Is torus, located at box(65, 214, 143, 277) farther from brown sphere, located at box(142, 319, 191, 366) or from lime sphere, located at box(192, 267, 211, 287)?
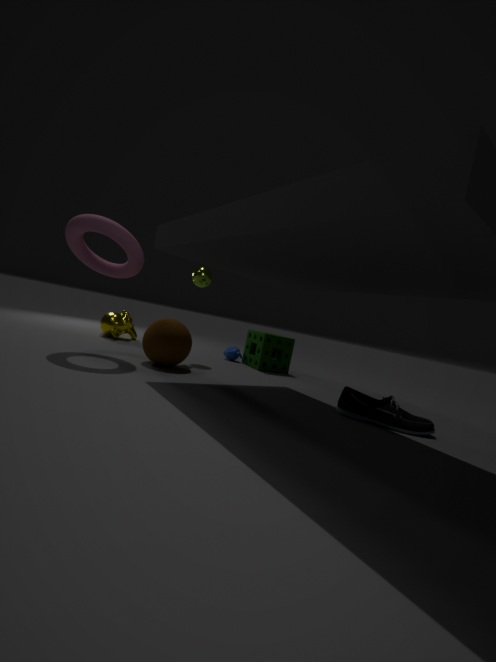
lime sphere, located at box(192, 267, 211, 287)
